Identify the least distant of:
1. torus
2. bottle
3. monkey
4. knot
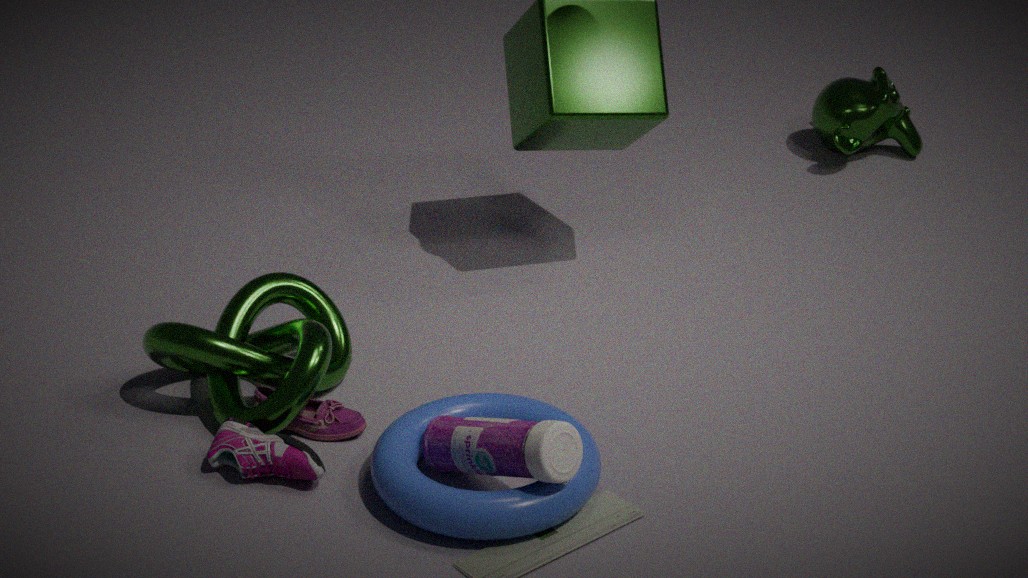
bottle
